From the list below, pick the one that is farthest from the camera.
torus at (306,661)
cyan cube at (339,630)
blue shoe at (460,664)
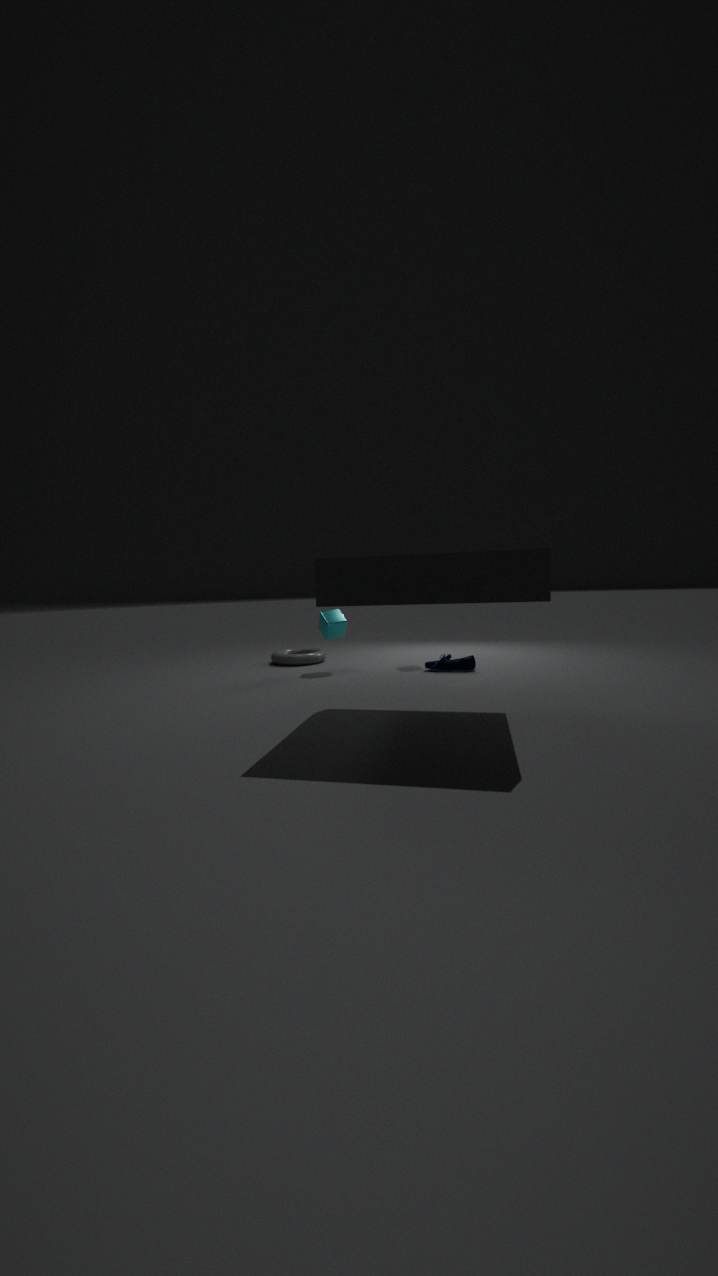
torus at (306,661)
